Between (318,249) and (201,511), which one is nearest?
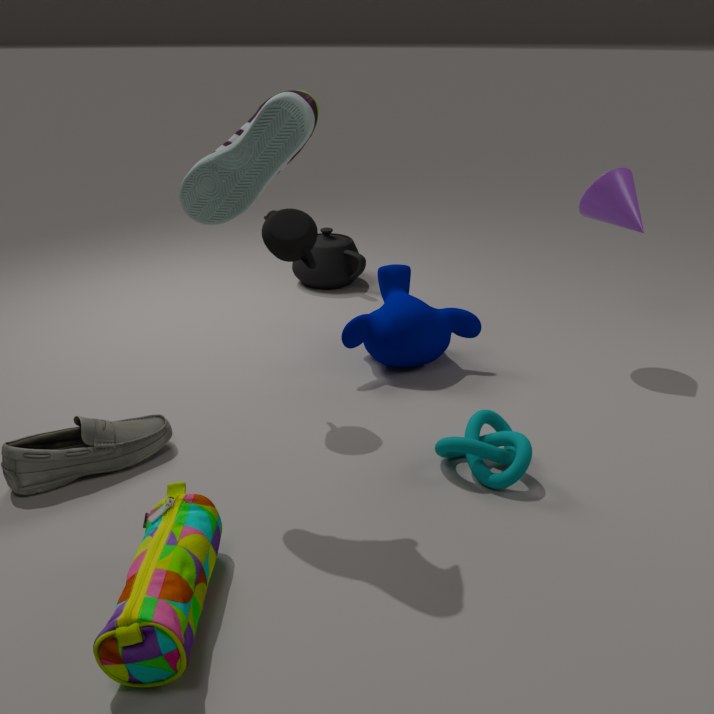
(201,511)
